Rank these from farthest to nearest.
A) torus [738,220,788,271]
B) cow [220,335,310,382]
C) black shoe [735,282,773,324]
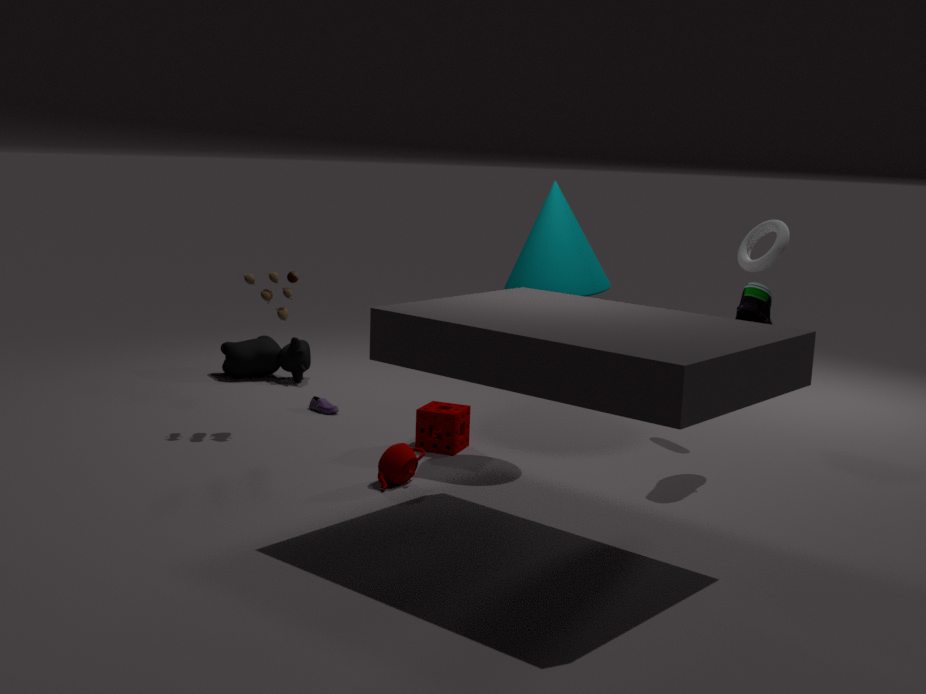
cow [220,335,310,382]
torus [738,220,788,271]
black shoe [735,282,773,324]
